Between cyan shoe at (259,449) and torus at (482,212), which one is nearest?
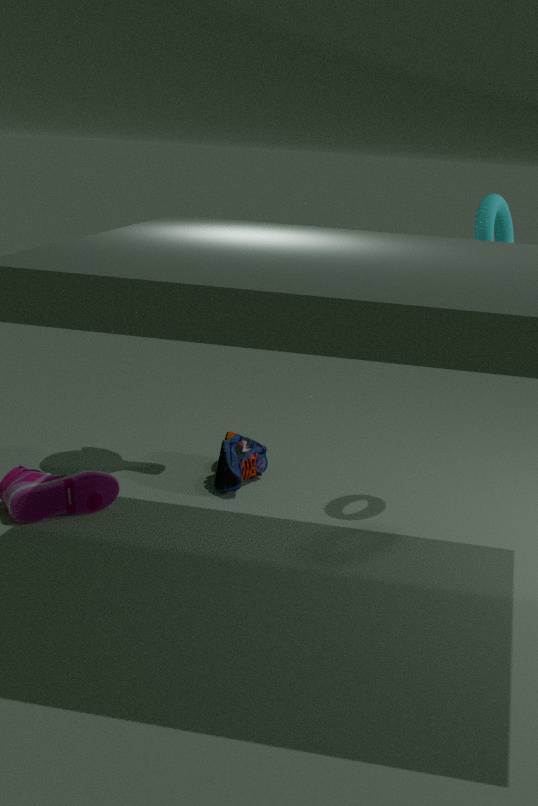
torus at (482,212)
